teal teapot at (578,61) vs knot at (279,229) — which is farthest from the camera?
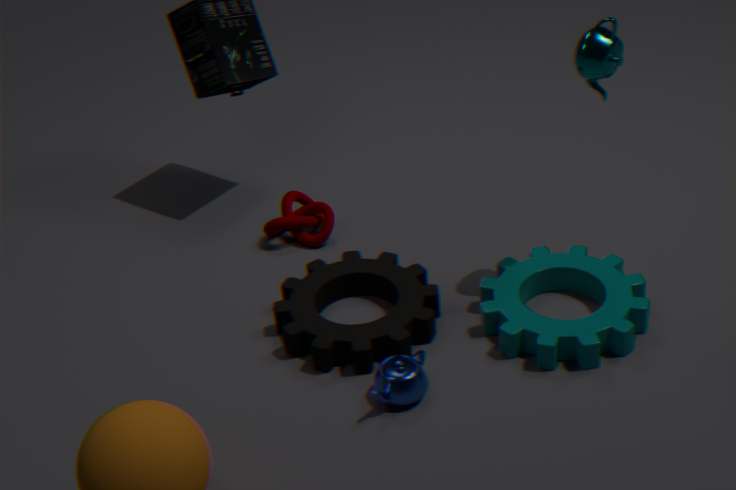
knot at (279,229)
